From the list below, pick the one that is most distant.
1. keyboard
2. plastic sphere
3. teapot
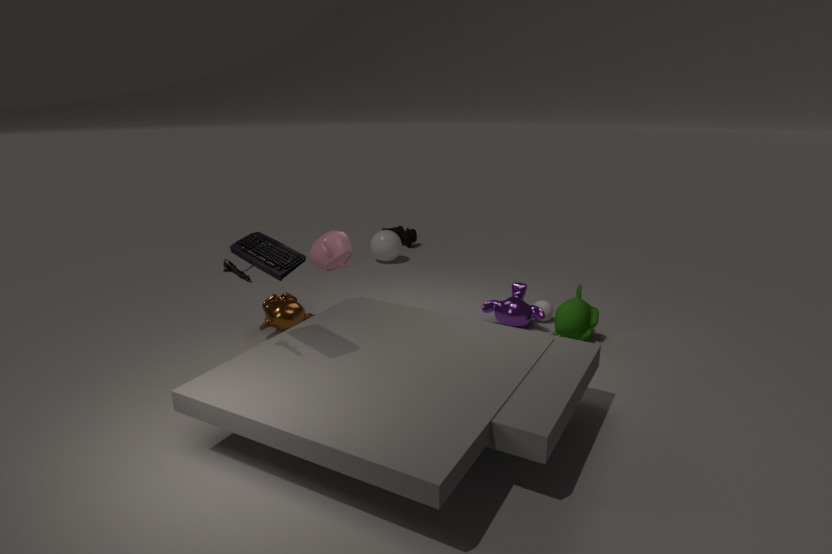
plastic sphere
